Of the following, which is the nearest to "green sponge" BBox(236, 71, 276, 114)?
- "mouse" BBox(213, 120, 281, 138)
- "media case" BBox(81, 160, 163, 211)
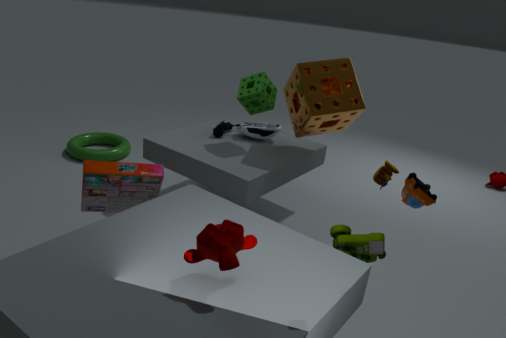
"mouse" BBox(213, 120, 281, 138)
